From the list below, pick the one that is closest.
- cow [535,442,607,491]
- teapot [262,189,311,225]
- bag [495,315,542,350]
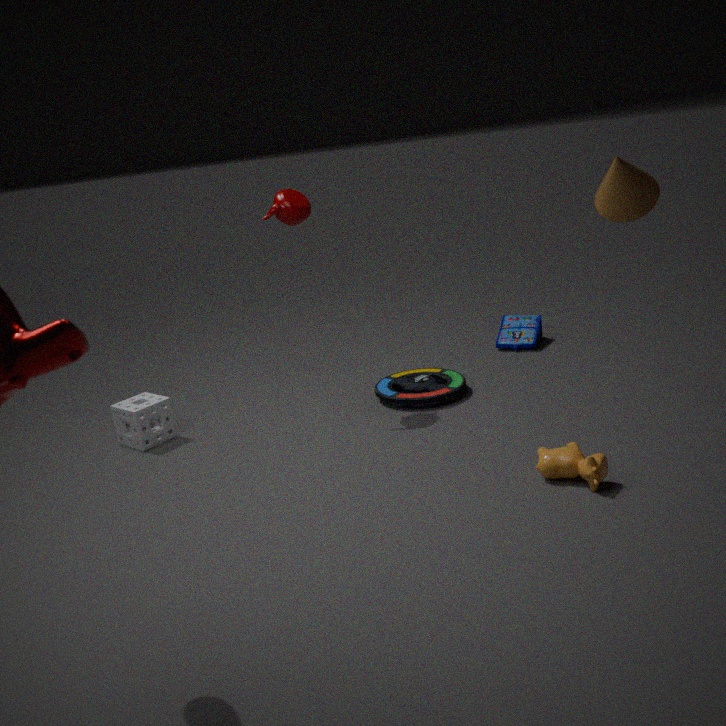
cow [535,442,607,491]
